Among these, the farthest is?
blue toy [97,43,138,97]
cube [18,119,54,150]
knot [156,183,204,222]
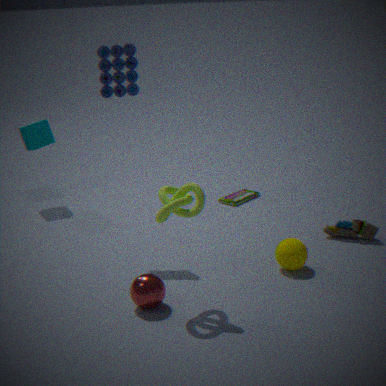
cube [18,119,54,150]
